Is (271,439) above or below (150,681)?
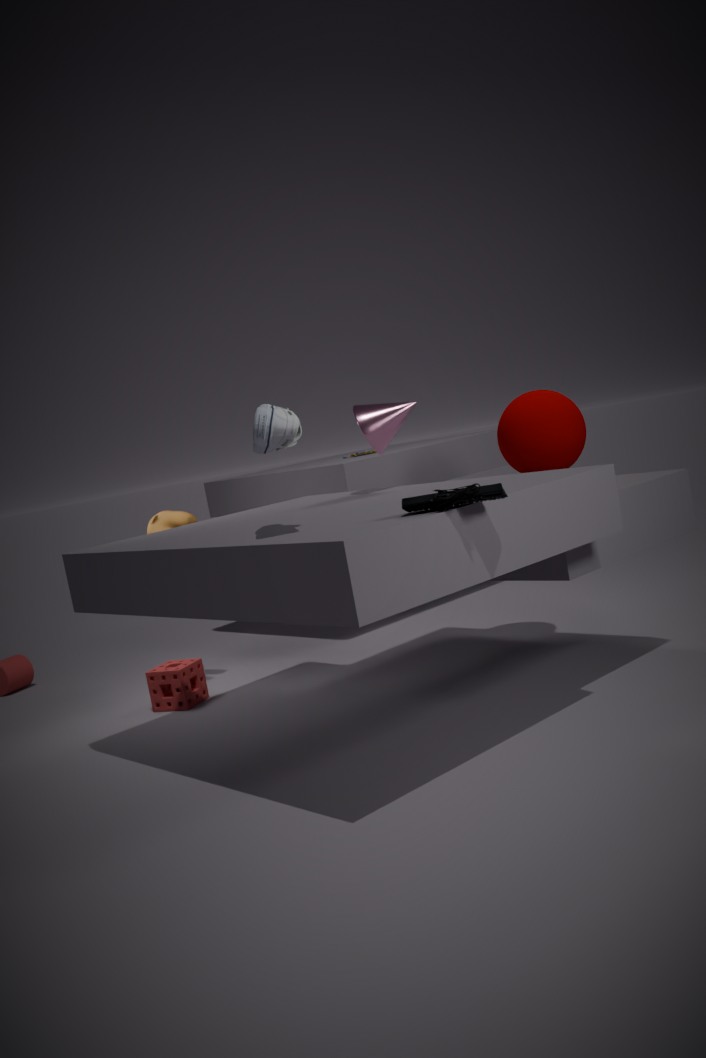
above
